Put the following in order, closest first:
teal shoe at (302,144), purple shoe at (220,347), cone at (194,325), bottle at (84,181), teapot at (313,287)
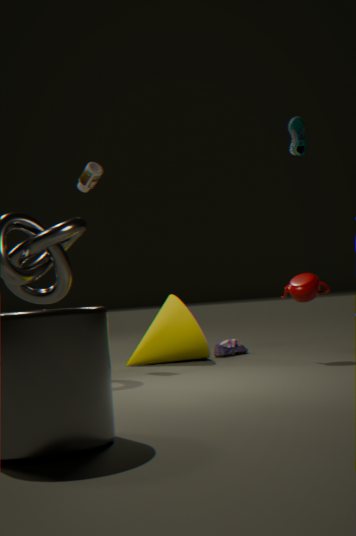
1. teapot at (313,287)
2. teal shoe at (302,144)
3. cone at (194,325)
4. bottle at (84,181)
5. purple shoe at (220,347)
